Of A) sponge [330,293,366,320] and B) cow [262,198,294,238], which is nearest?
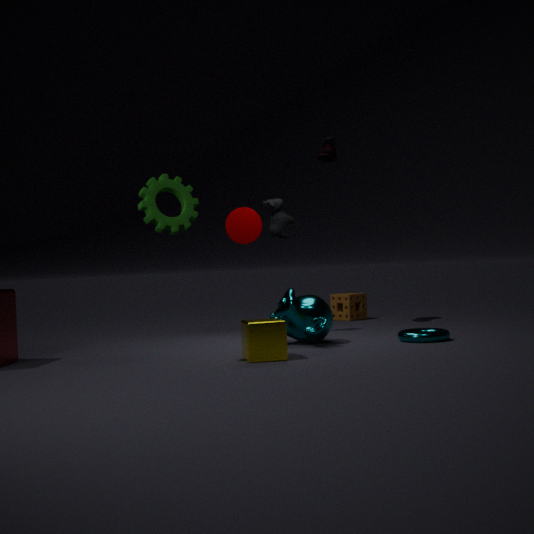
B. cow [262,198,294,238]
